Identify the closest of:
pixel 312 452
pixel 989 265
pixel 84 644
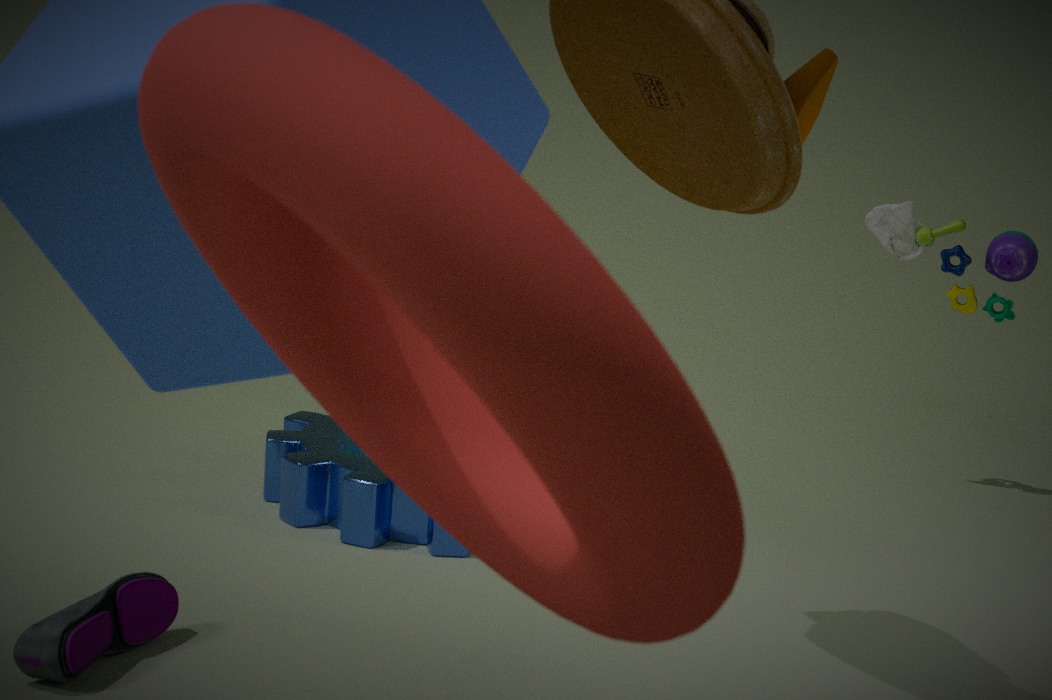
pixel 84 644
